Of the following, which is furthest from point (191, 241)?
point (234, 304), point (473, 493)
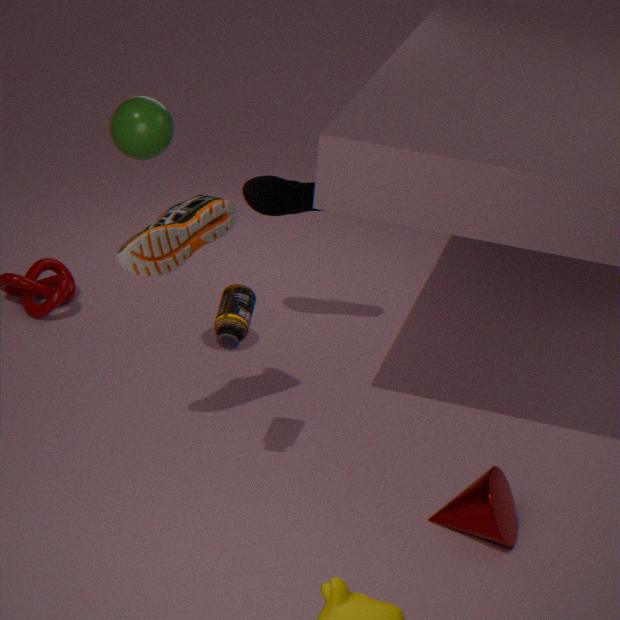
point (473, 493)
